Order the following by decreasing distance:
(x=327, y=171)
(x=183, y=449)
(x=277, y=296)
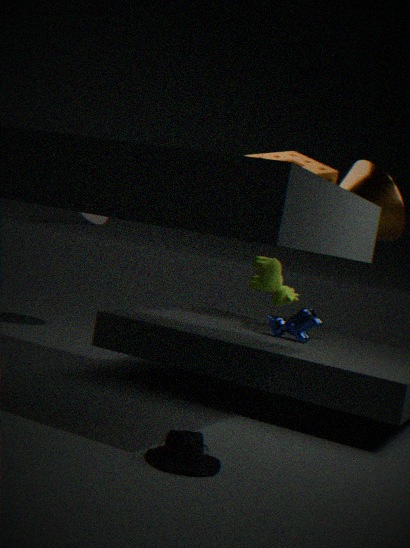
1. (x=327, y=171)
2. (x=277, y=296)
3. (x=183, y=449)
